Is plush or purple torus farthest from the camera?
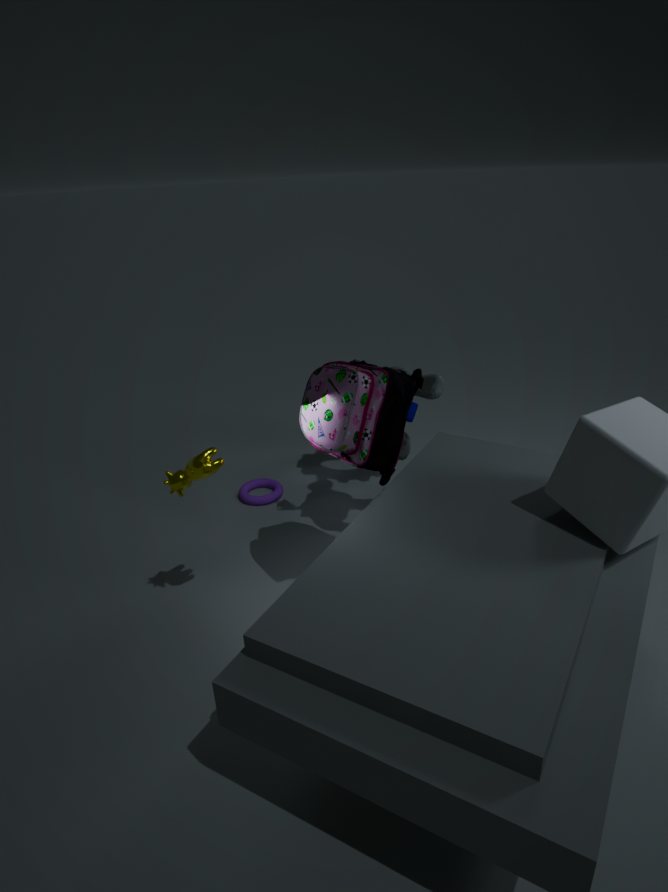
purple torus
